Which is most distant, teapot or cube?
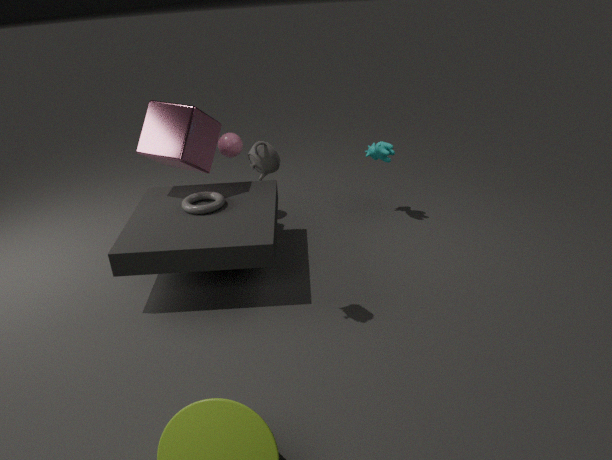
cube
